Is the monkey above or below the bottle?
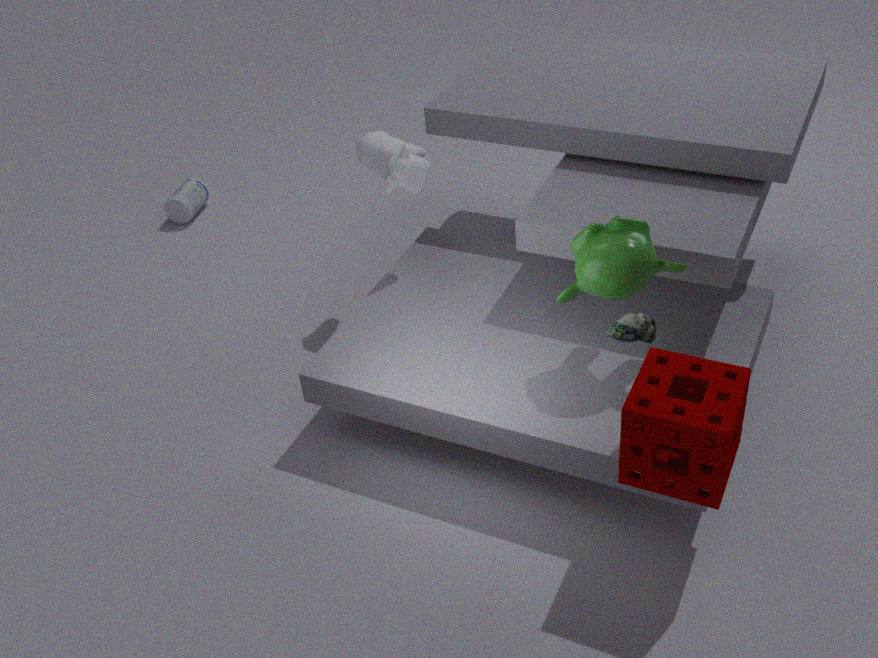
above
